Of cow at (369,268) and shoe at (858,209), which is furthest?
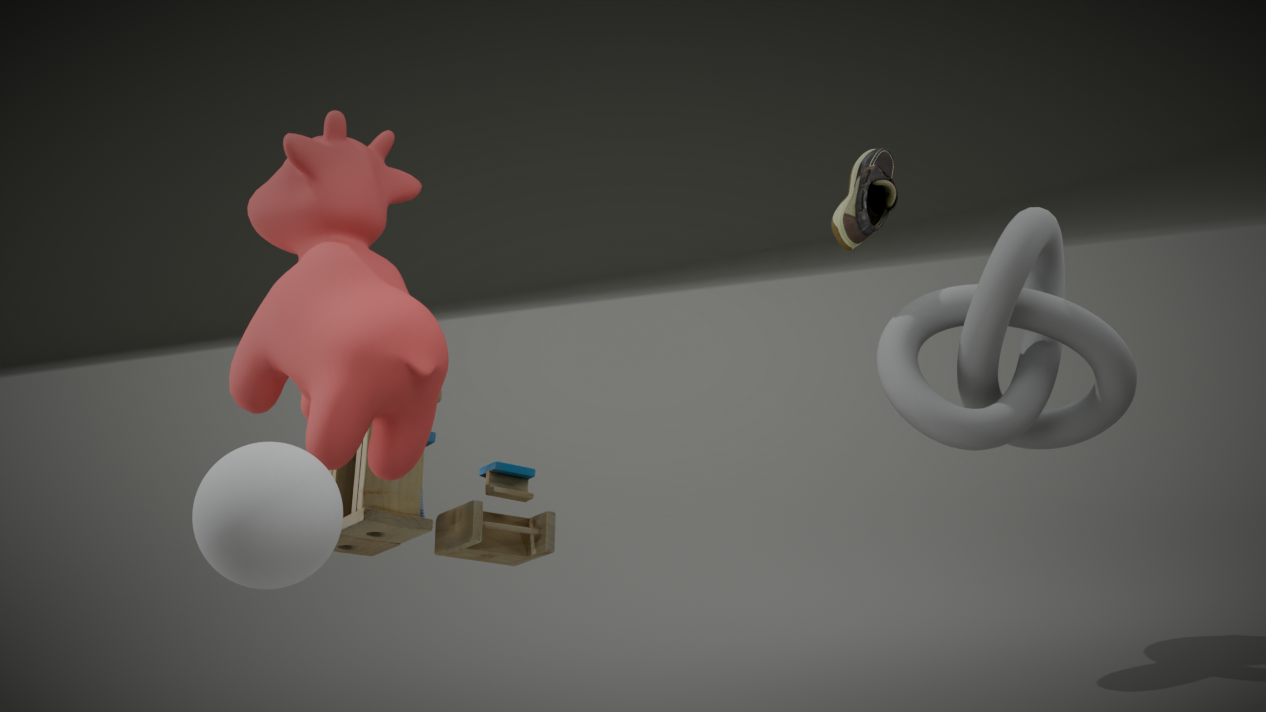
shoe at (858,209)
